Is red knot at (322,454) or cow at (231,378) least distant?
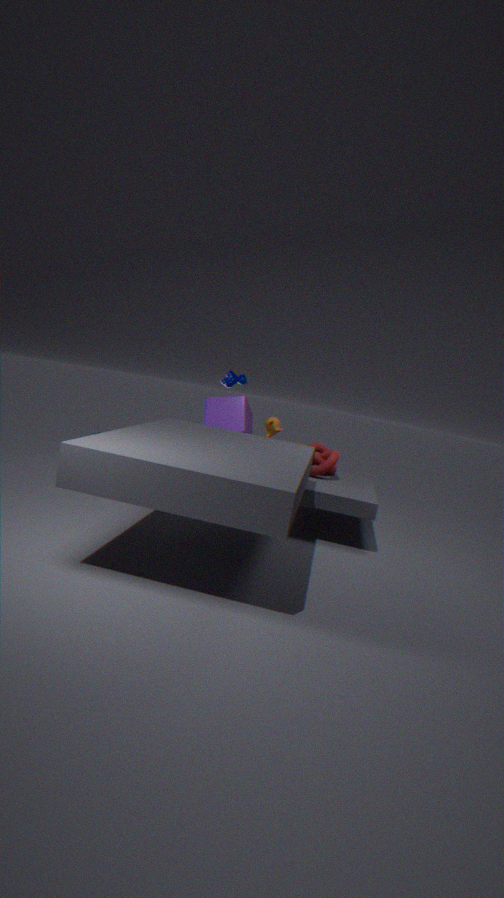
red knot at (322,454)
